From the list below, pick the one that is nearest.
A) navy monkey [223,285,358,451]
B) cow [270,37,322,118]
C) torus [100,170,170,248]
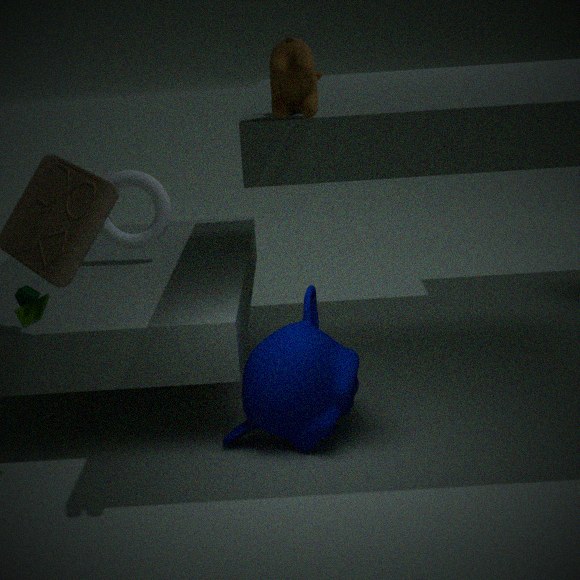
cow [270,37,322,118]
